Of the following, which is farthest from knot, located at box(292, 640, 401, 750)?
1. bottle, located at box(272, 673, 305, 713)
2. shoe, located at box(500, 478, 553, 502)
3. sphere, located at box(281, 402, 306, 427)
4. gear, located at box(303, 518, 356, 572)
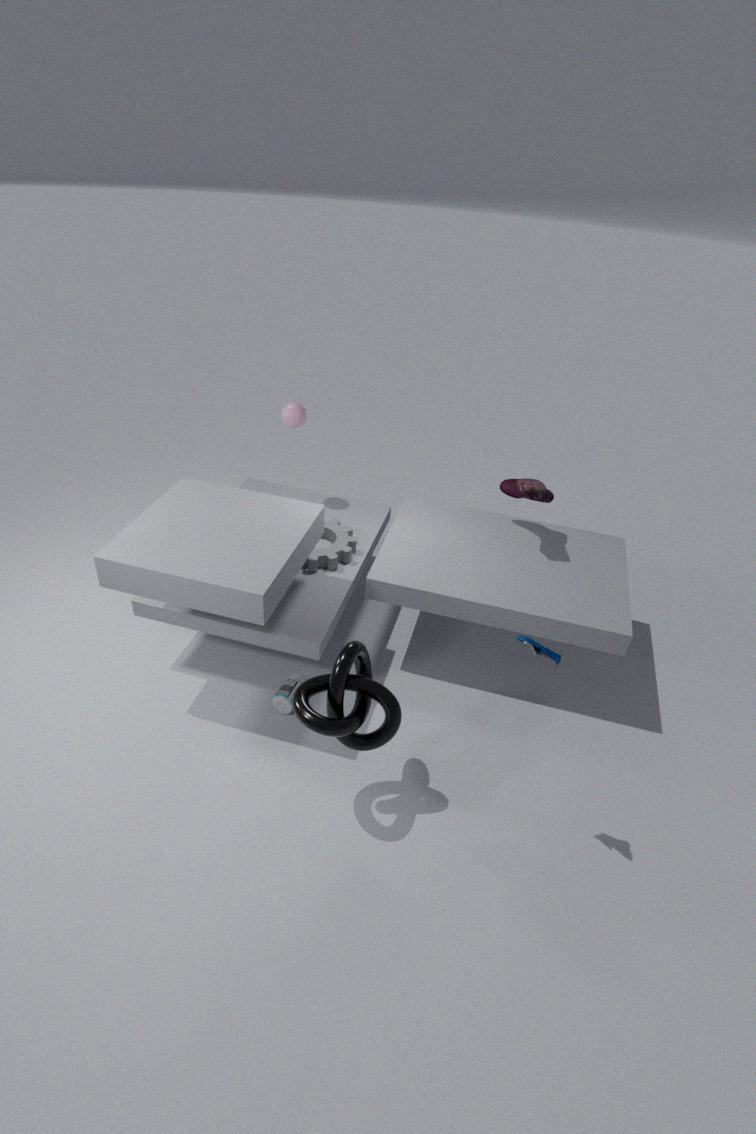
sphere, located at box(281, 402, 306, 427)
